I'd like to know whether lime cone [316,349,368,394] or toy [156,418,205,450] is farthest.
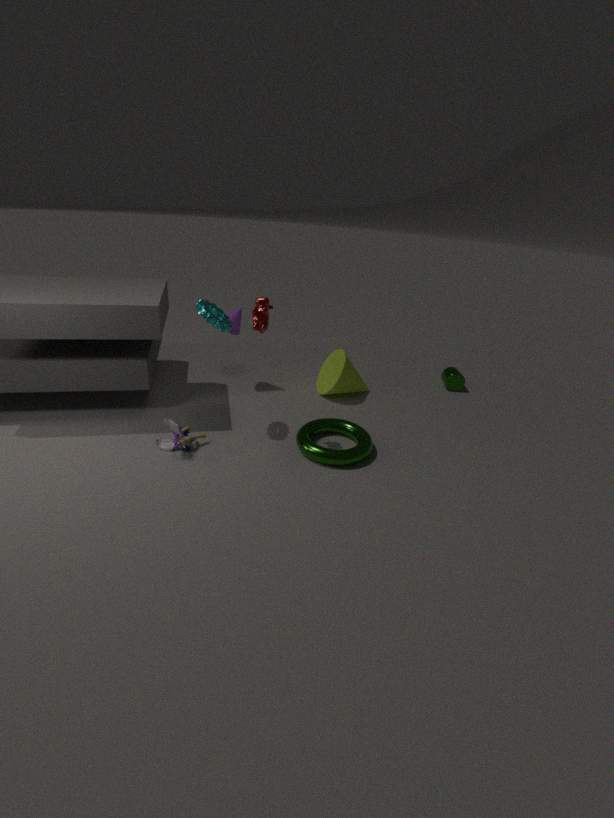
lime cone [316,349,368,394]
